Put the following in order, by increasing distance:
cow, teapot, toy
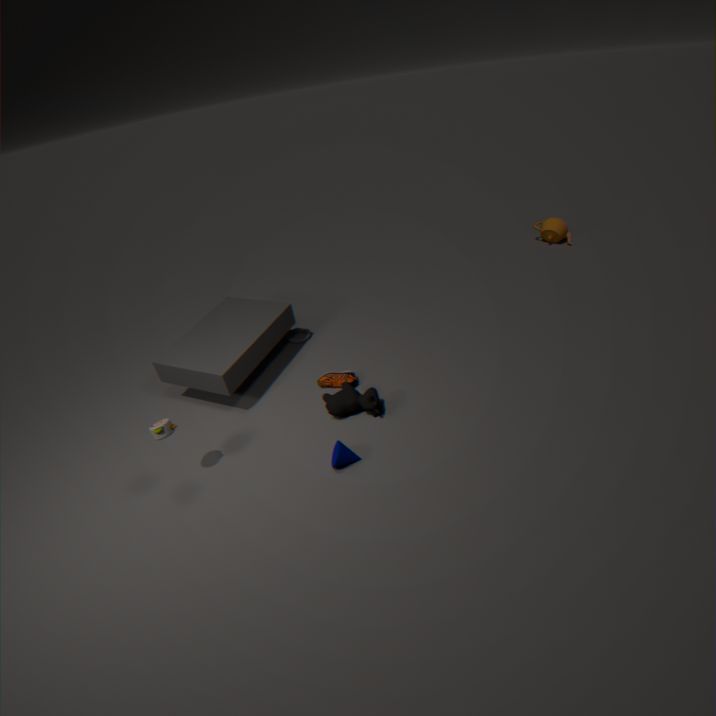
toy → cow → teapot
